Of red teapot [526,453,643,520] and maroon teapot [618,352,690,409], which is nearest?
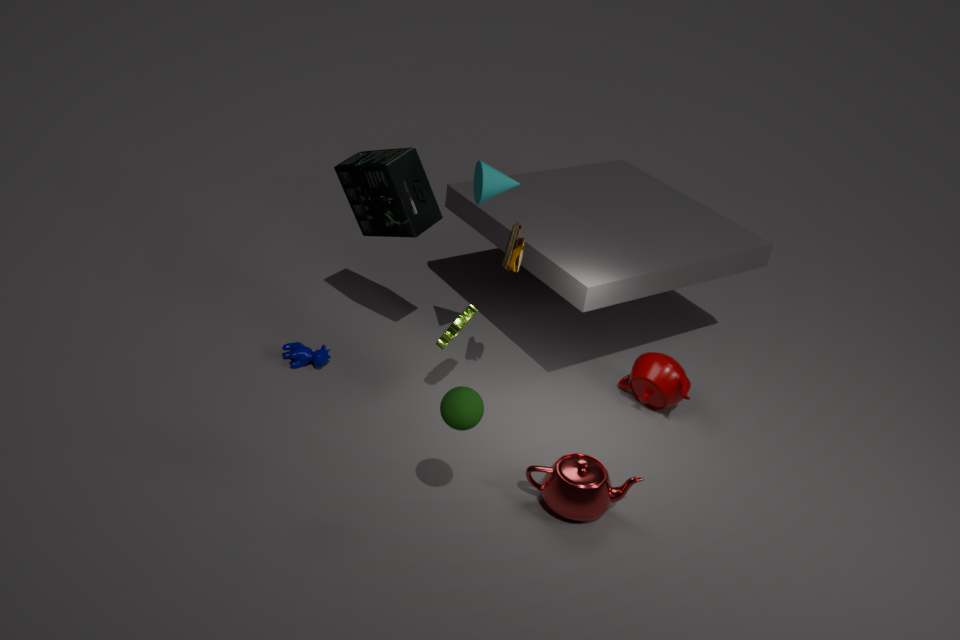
red teapot [526,453,643,520]
